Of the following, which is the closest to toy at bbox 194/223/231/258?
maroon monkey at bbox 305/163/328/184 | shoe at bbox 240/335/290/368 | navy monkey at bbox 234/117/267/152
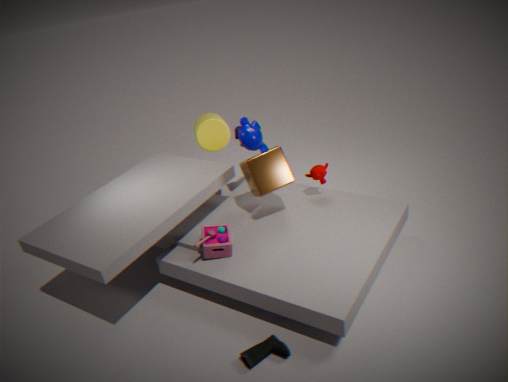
shoe at bbox 240/335/290/368
